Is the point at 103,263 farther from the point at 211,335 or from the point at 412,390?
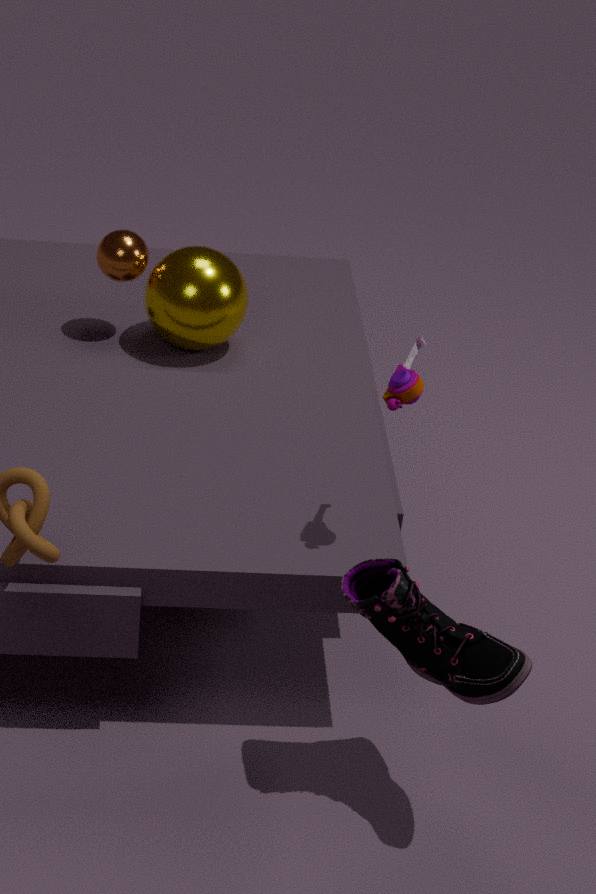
the point at 412,390
